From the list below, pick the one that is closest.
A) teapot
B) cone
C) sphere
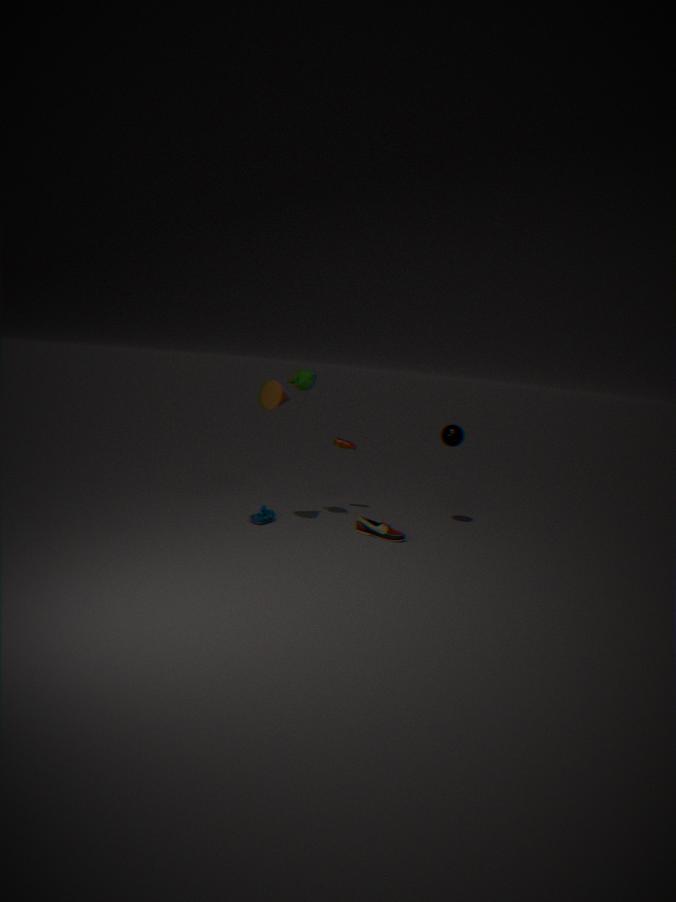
cone
